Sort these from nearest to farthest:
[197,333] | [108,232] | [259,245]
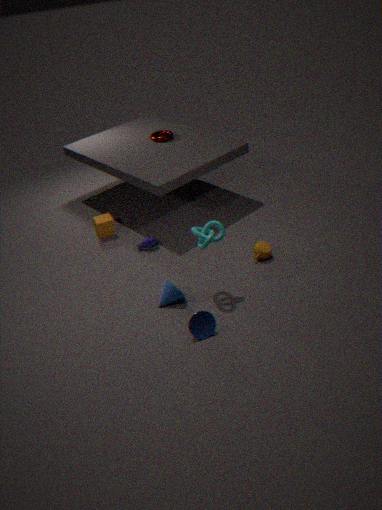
[197,333] → [259,245] → [108,232]
